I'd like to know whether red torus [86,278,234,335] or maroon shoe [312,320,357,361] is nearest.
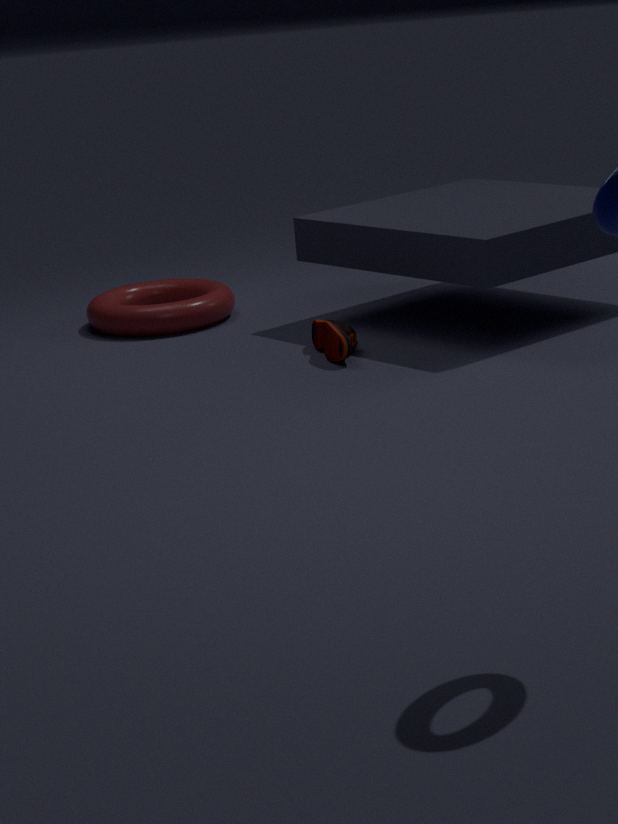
maroon shoe [312,320,357,361]
